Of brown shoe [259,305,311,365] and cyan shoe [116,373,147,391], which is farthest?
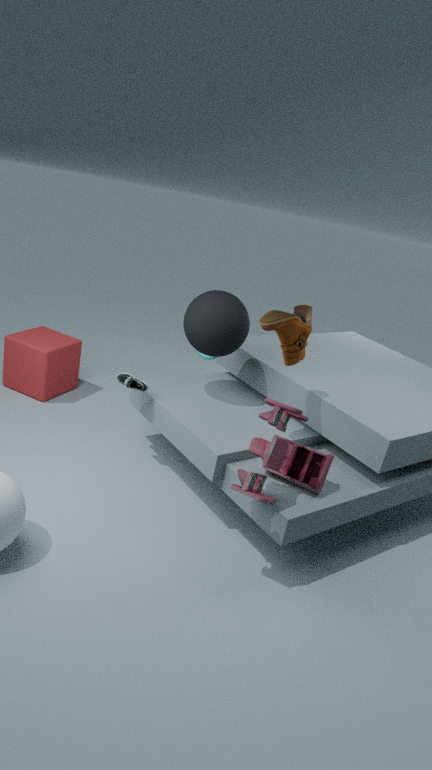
cyan shoe [116,373,147,391]
